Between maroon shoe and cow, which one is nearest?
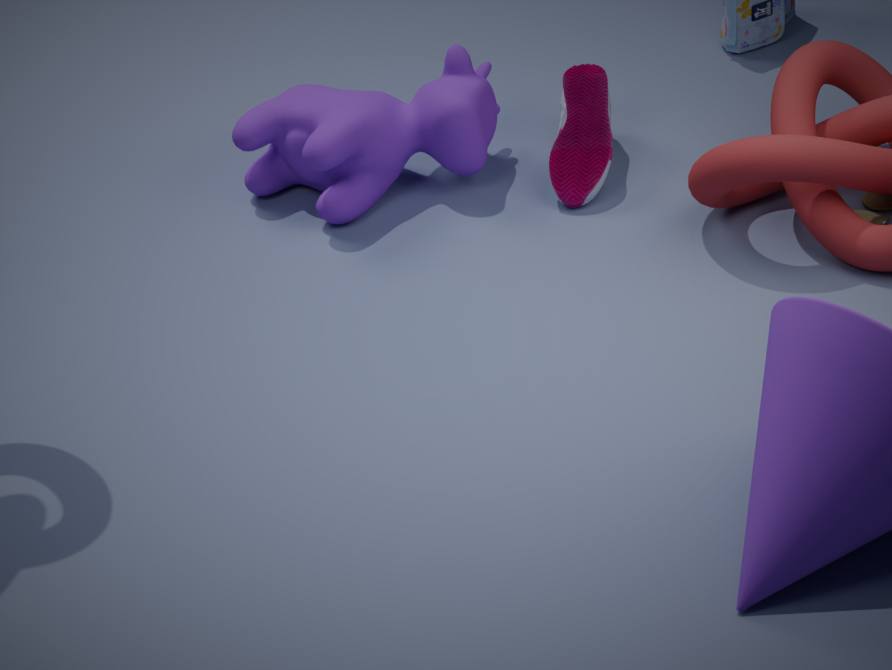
cow
